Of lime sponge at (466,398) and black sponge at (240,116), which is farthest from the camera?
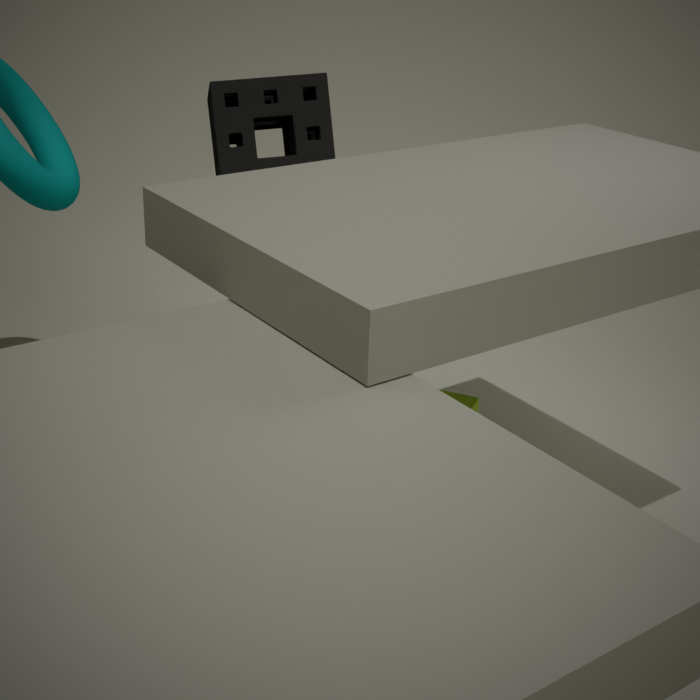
black sponge at (240,116)
